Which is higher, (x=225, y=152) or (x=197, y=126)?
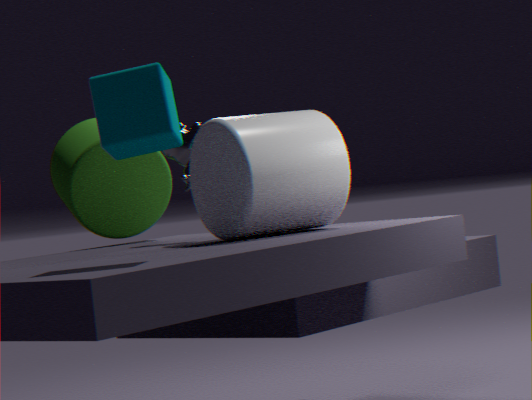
(x=197, y=126)
